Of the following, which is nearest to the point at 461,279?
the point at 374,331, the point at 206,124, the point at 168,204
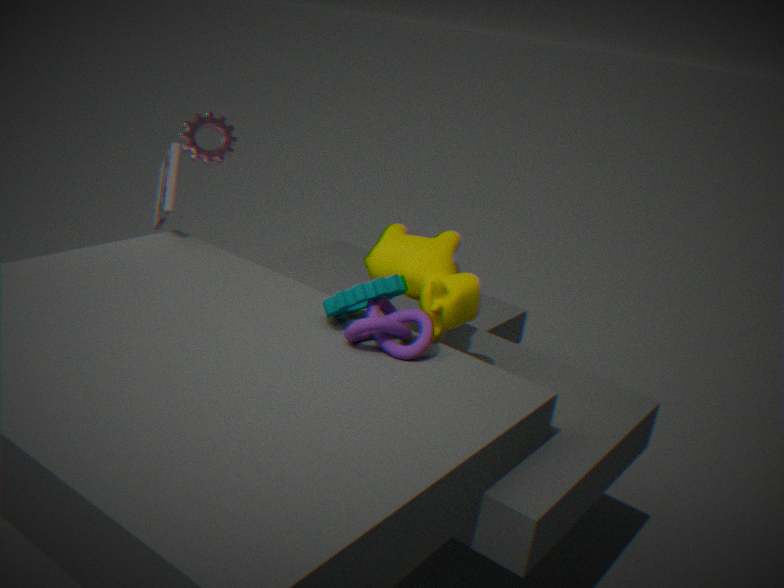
the point at 374,331
